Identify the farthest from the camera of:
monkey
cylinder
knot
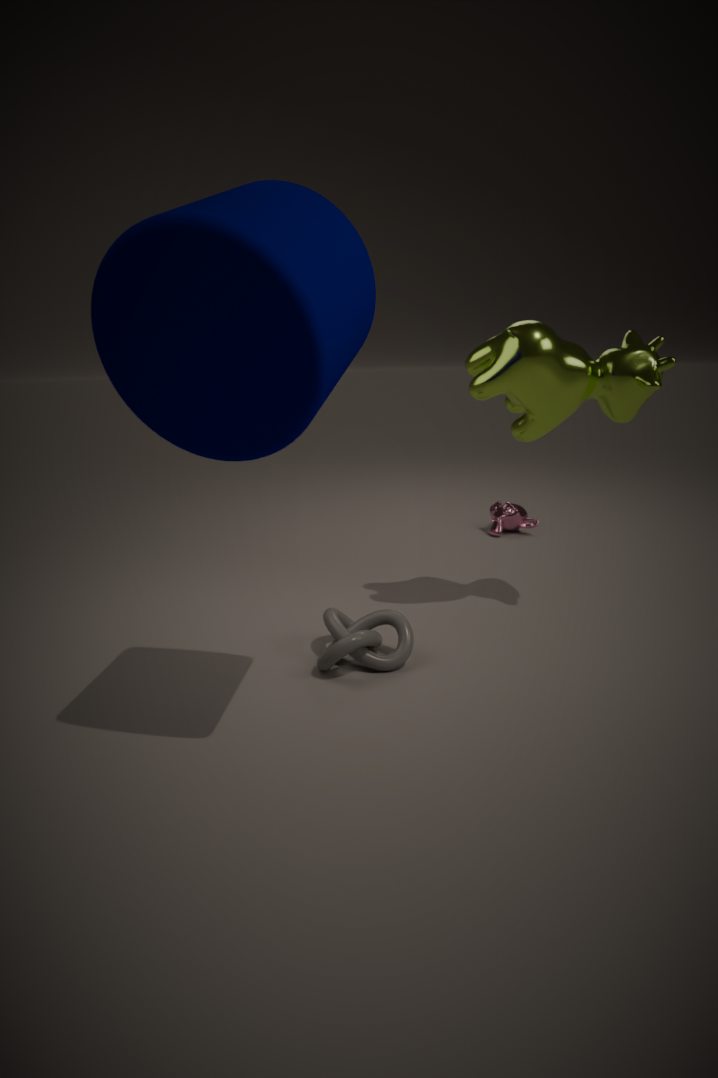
monkey
